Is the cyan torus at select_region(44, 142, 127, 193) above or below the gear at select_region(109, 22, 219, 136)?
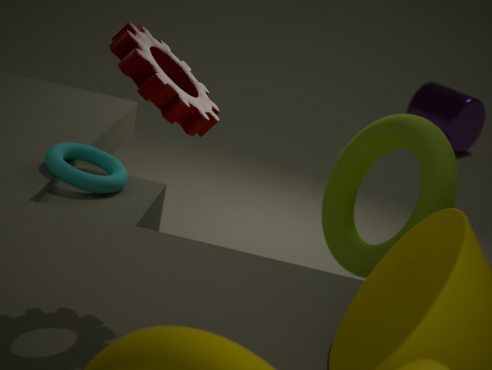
below
